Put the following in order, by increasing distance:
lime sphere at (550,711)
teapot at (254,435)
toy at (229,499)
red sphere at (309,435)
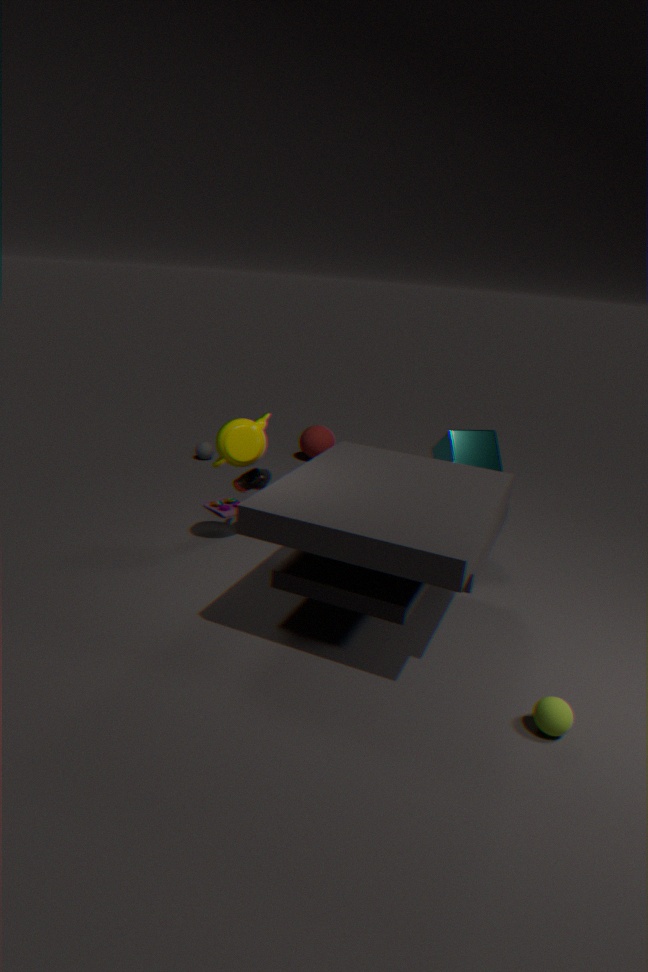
lime sphere at (550,711) → teapot at (254,435) → toy at (229,499) → red sphere at (309,435)
